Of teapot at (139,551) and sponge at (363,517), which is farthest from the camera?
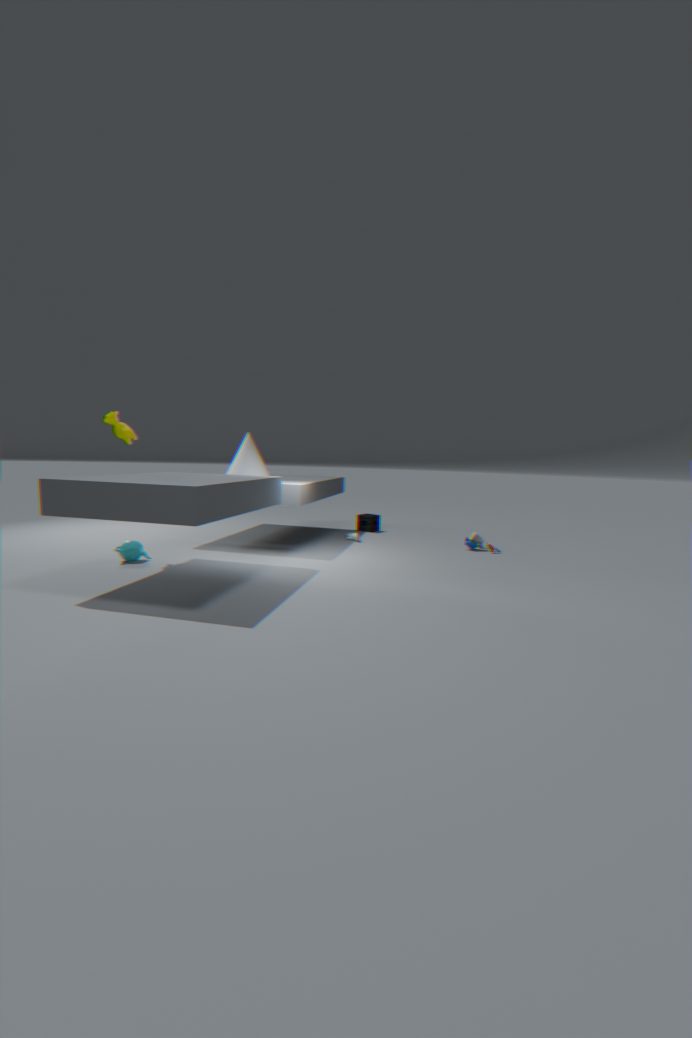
sponge at (363,517)
